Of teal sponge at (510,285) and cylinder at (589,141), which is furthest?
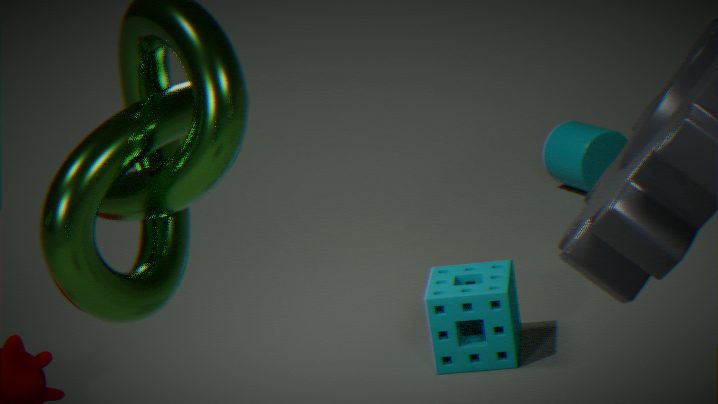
cylinder at (589,141)
